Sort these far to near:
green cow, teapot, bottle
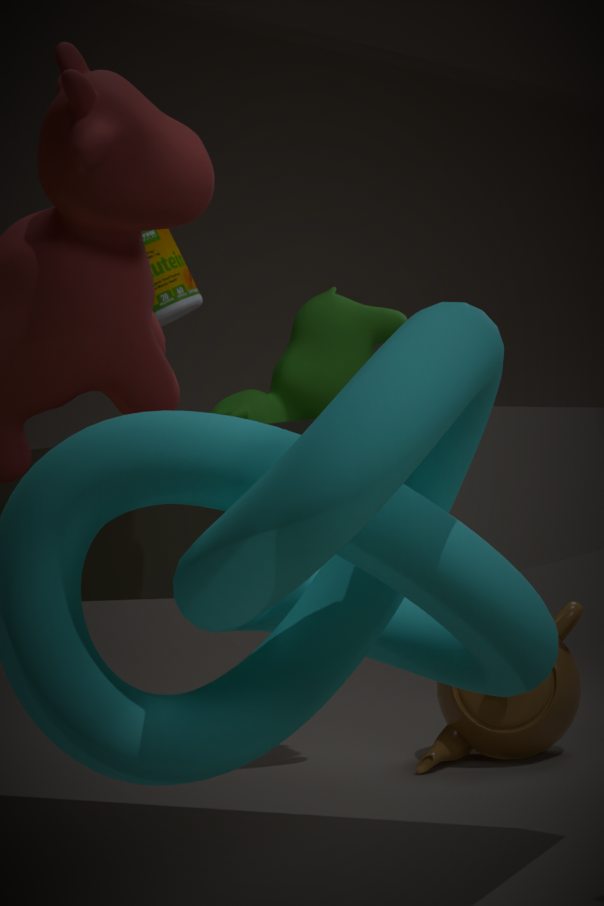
teapot, green cow, bottle
